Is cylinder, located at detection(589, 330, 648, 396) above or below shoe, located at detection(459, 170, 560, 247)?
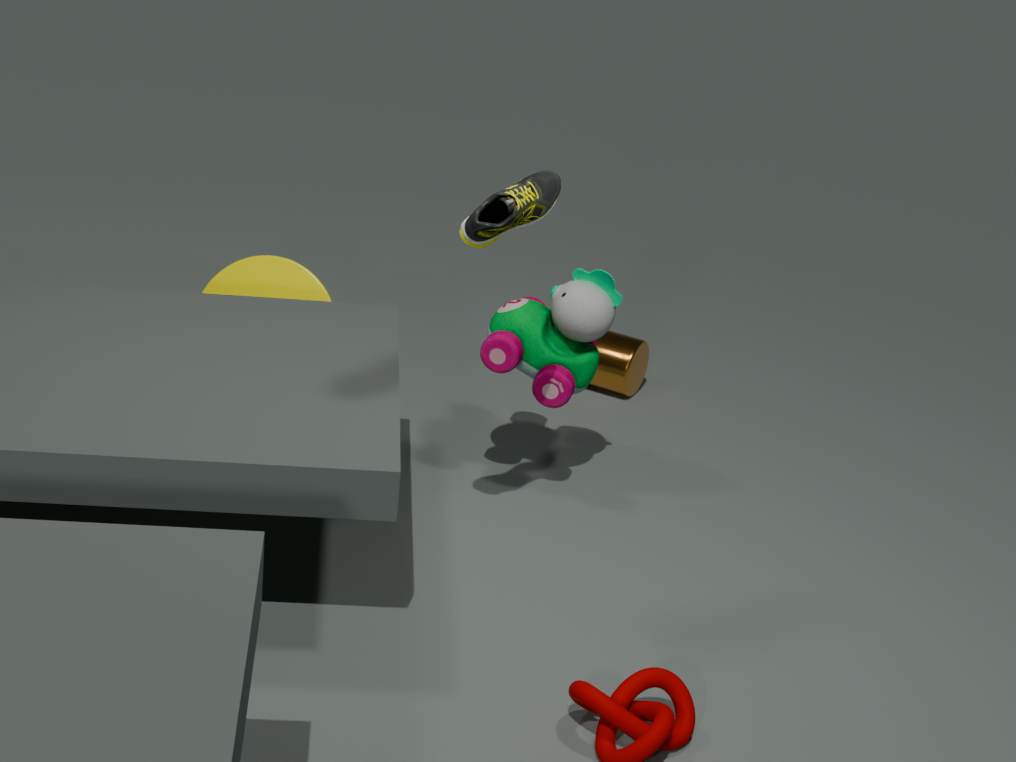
below
